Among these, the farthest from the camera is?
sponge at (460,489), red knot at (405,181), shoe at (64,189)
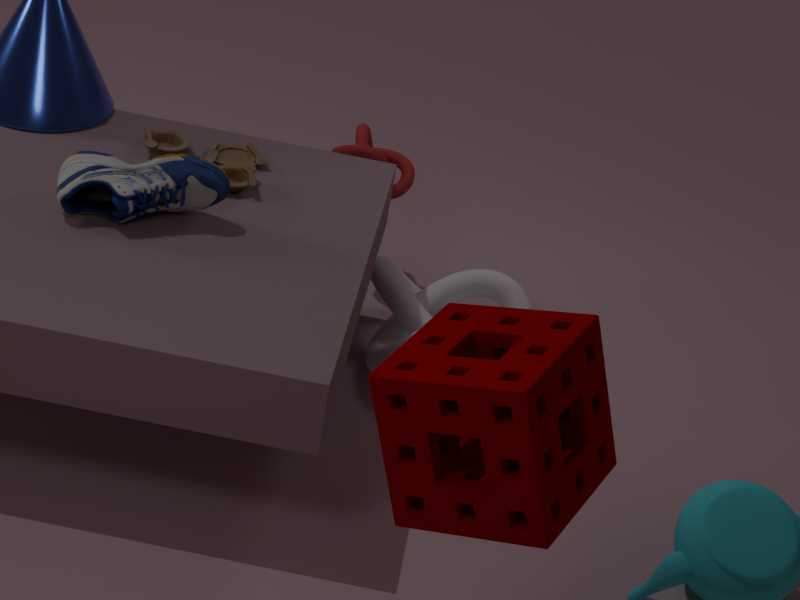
red knot at (405,181)
